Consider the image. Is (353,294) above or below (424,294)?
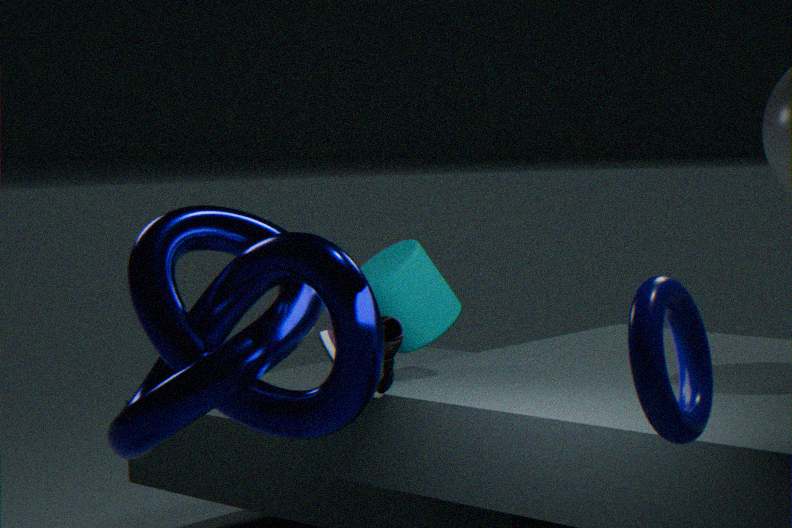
above
